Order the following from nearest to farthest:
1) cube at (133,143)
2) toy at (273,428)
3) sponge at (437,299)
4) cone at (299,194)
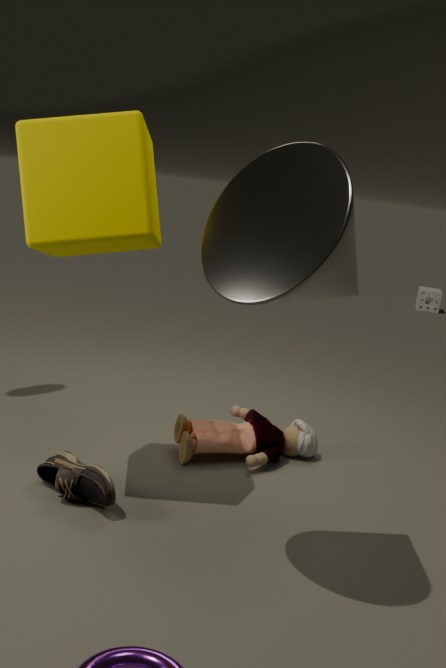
4. cone at (299,194)
1. cube at (133,143)
2. toy at (273,428)
3. sponge at (437,299)
